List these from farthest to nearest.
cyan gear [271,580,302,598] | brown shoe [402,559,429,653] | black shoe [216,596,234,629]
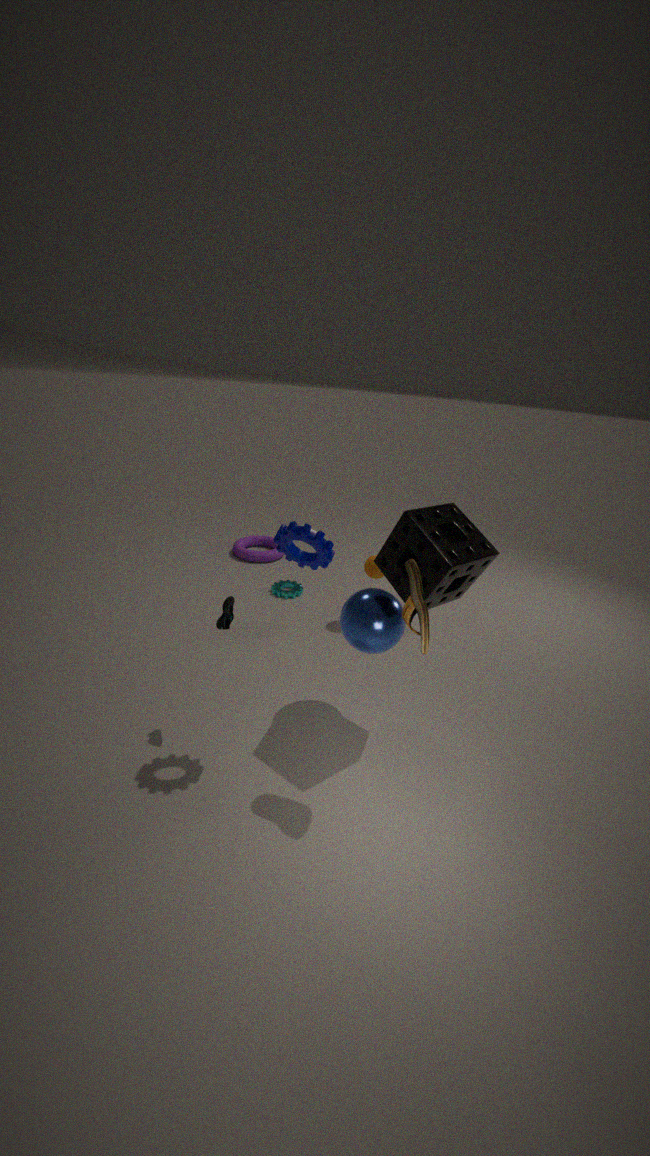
cyan gear [271,580,302,598] → black shoe [216,596,234,629] → brown shoe [402,559,429,653]
